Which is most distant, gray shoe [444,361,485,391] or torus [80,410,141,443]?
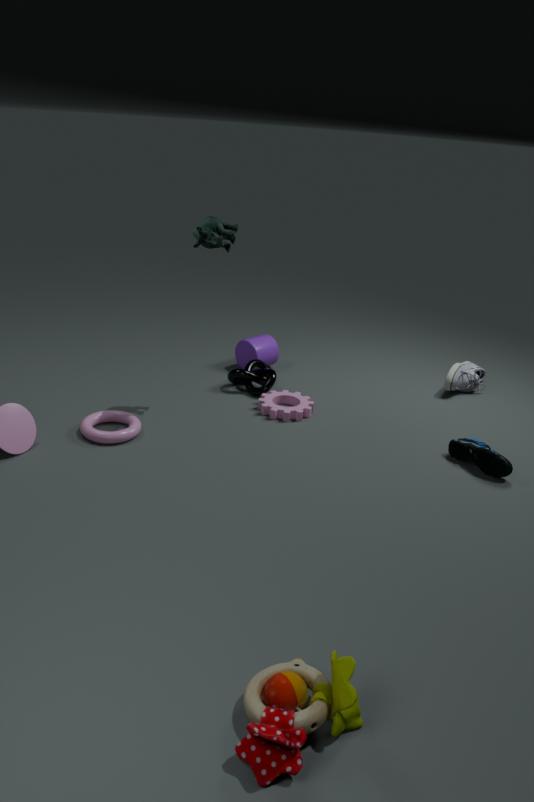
gray shoe [444,361,485,391]
